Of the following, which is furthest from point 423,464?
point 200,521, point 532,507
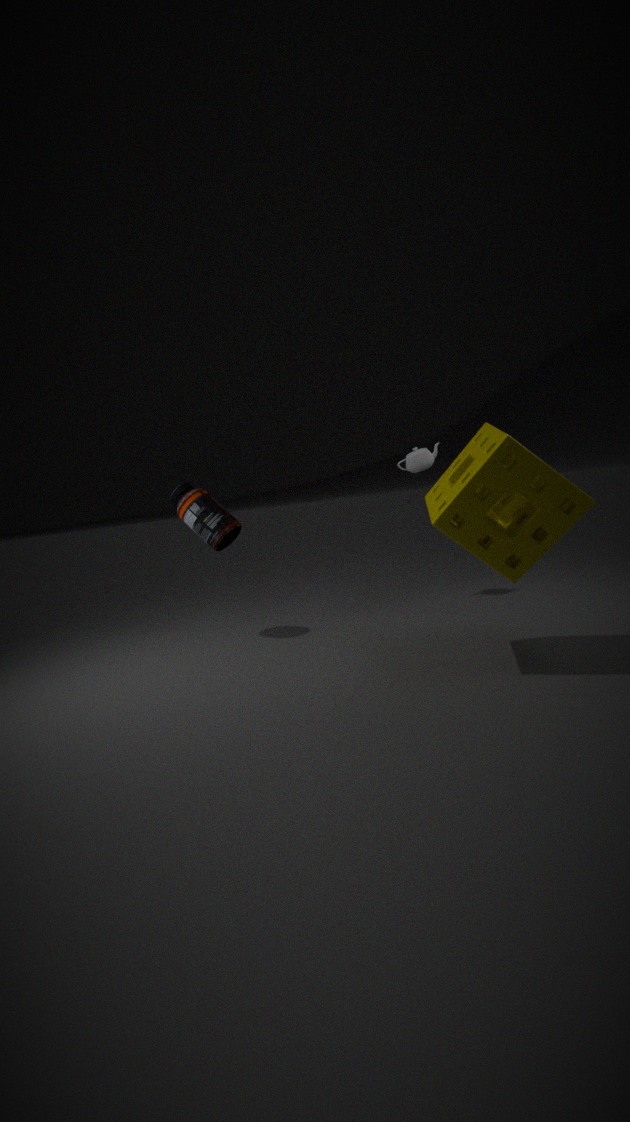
point 200,521
